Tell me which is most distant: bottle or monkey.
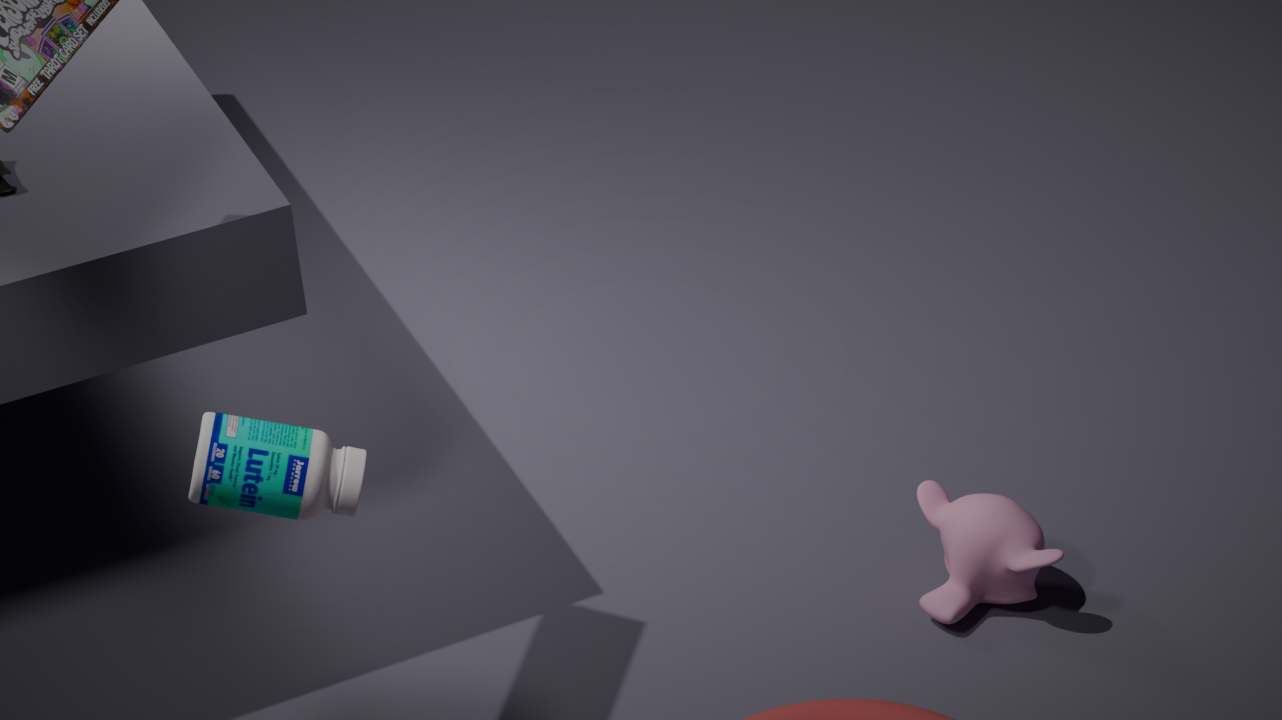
monkey
